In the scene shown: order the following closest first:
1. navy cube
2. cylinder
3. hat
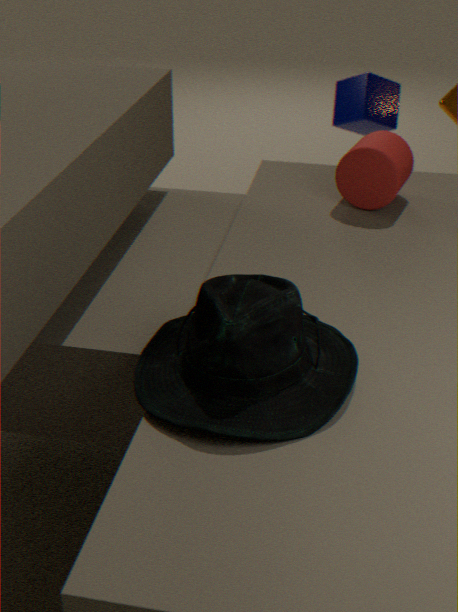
1. hat
2. cylinder
3. navy cube
